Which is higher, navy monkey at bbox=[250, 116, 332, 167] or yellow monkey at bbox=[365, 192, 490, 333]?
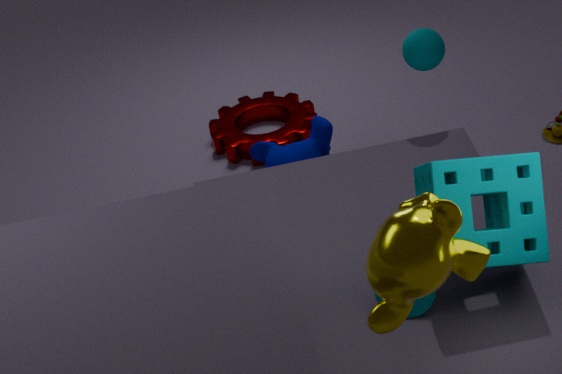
yellow monkey at bbox=[365, 192, 490, 333]
